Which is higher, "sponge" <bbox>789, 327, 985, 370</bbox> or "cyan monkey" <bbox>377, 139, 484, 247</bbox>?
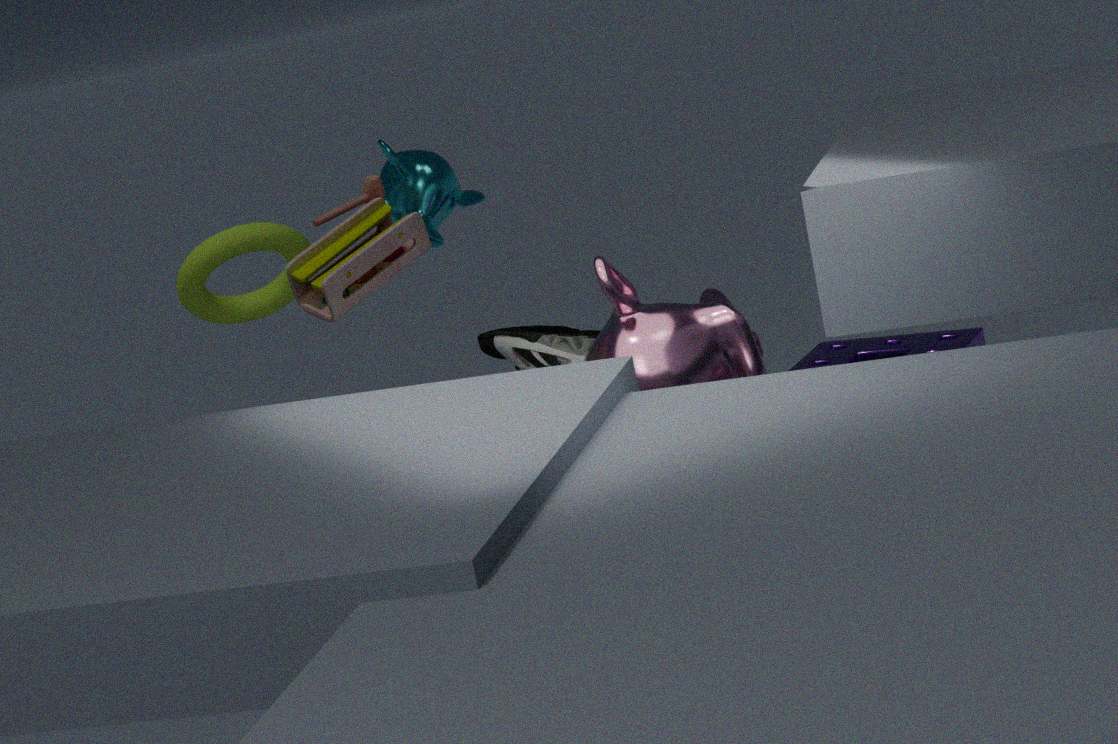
"cyan monkey" <bbox>377, 139, 484, 247</bbox>
